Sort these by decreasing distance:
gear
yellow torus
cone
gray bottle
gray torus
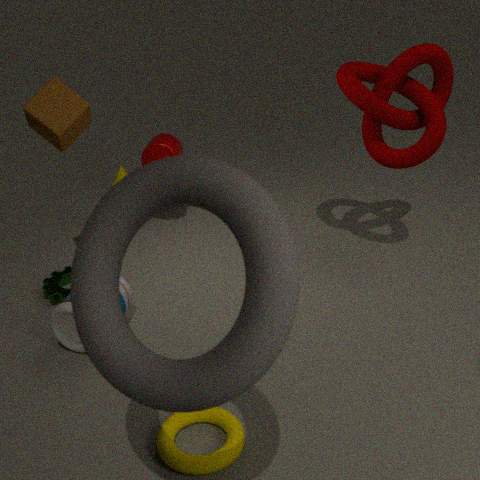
cone
gear
gray bottle
yellow torus
gray torus
